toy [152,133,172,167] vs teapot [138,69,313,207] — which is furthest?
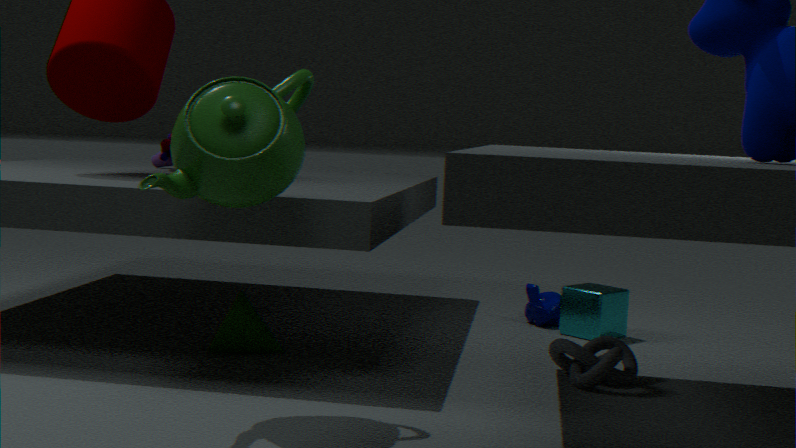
toy [152,133,172,167]
